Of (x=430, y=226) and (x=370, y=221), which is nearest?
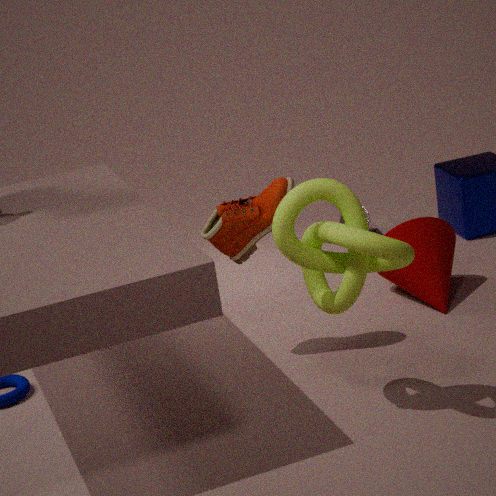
(x=430, y=226)
